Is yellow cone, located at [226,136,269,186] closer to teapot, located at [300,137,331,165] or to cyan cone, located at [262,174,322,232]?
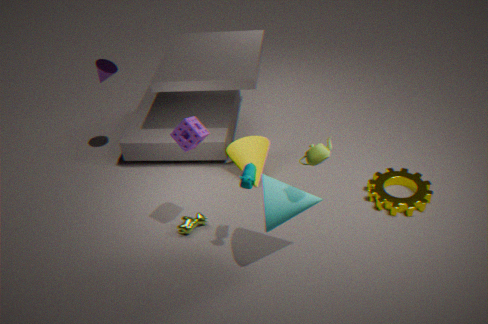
cyan cone, located at [262,174,322,232]
